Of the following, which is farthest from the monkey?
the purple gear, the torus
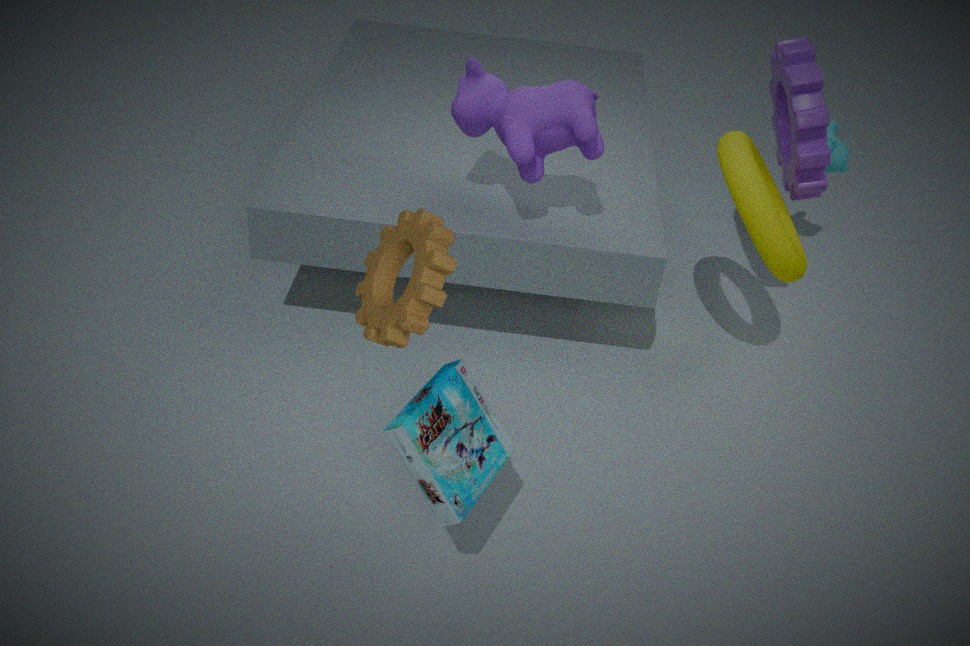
the torus
